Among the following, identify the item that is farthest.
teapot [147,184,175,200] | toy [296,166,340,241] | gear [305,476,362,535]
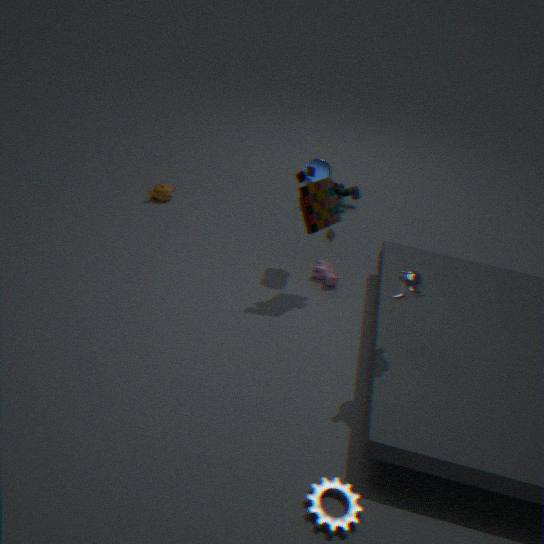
teapot [147,184,175,200]
